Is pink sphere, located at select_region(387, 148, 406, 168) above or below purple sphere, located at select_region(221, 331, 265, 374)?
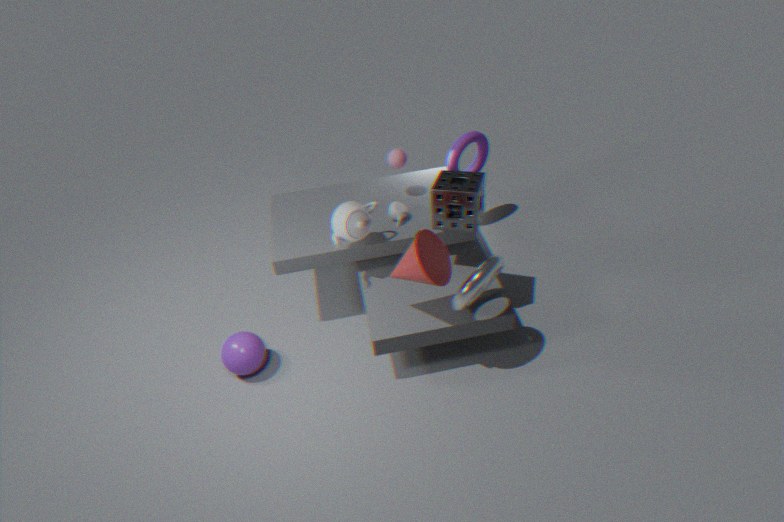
above
